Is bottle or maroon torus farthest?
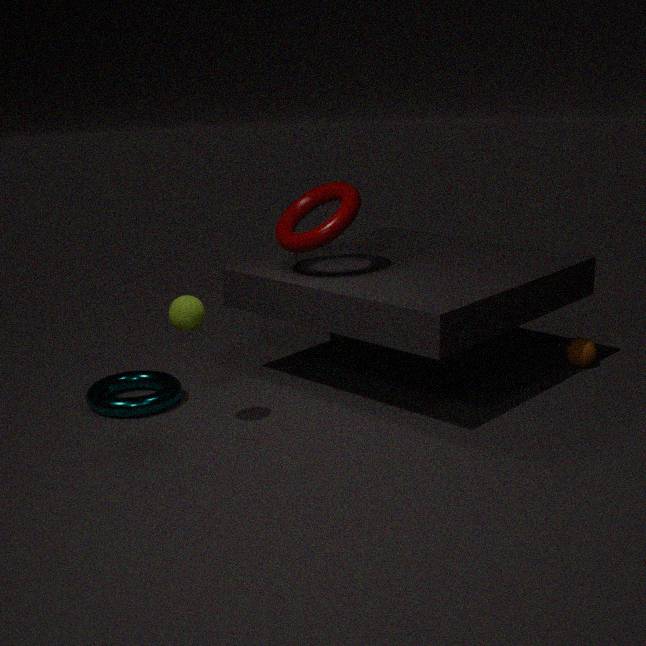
bottle
